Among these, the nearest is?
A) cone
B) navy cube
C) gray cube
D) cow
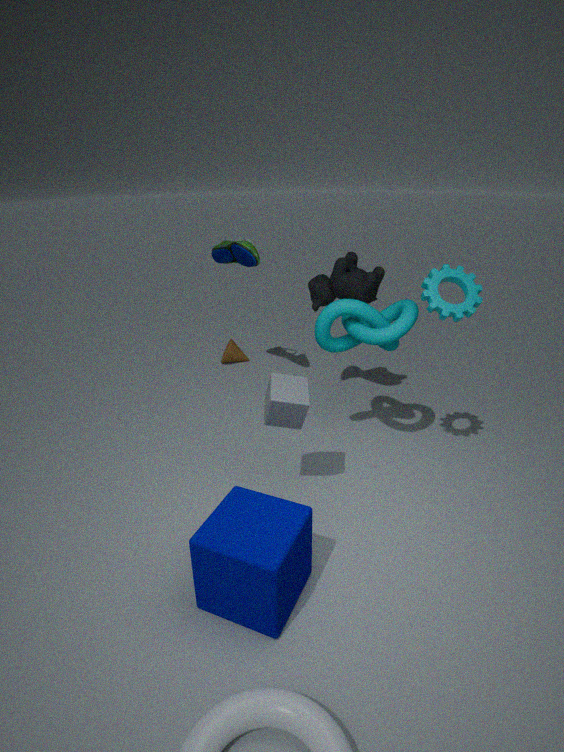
navy cube
